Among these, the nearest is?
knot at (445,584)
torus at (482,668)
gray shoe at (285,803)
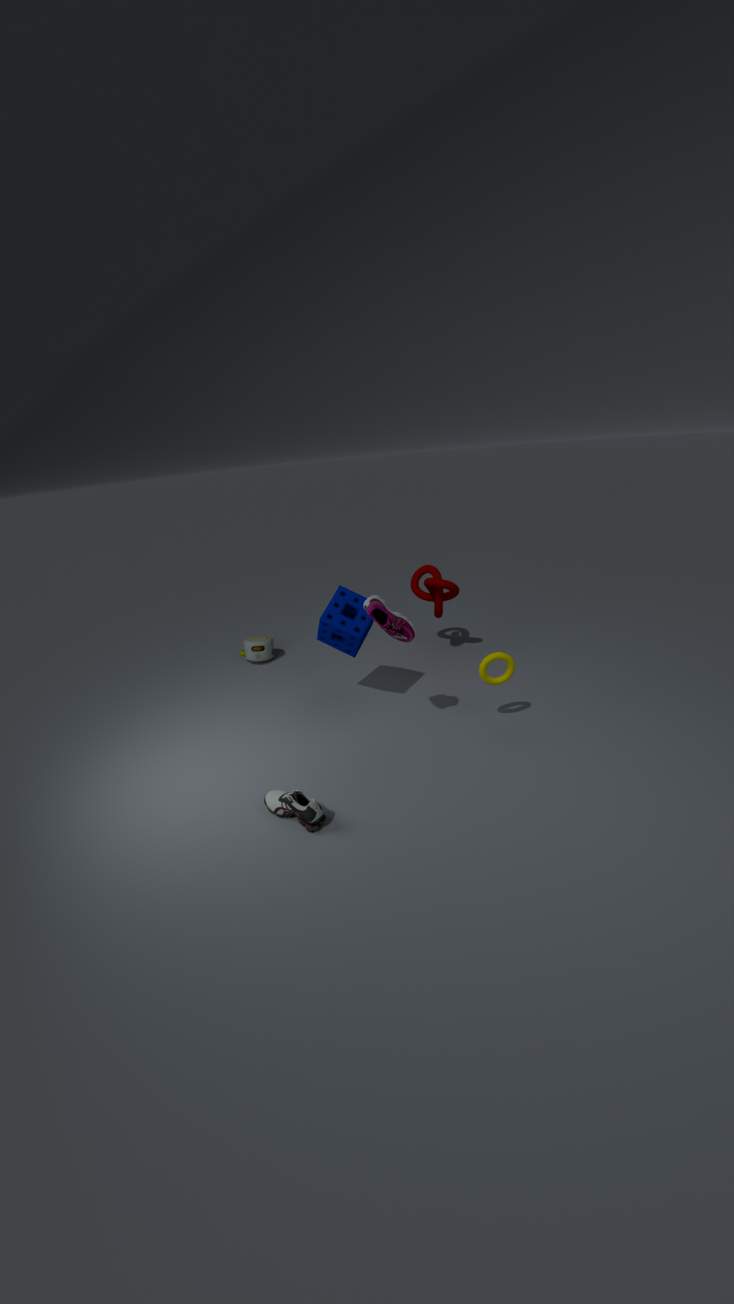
gray shoe at (285,803)
